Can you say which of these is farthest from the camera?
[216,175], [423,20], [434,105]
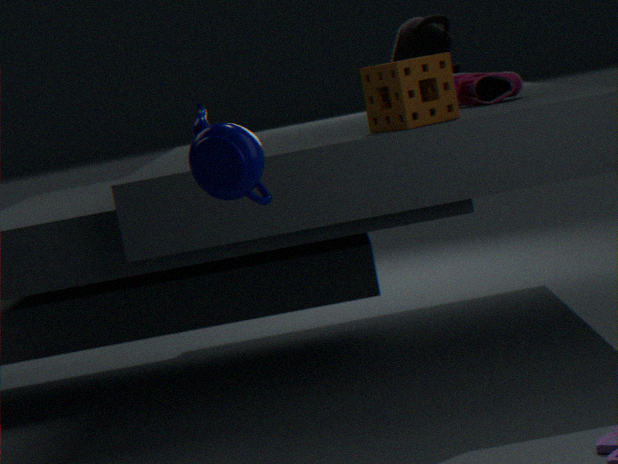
[423,20]
